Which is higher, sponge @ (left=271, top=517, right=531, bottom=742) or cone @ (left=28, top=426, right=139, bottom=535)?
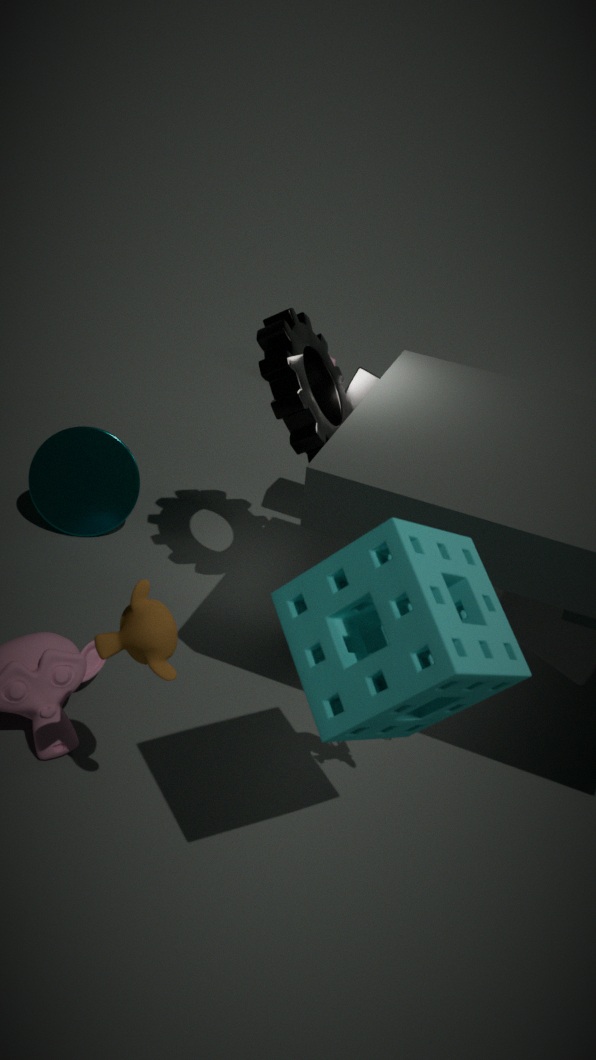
sponge @ (left=271, top=517, right=531, bottom=742)
